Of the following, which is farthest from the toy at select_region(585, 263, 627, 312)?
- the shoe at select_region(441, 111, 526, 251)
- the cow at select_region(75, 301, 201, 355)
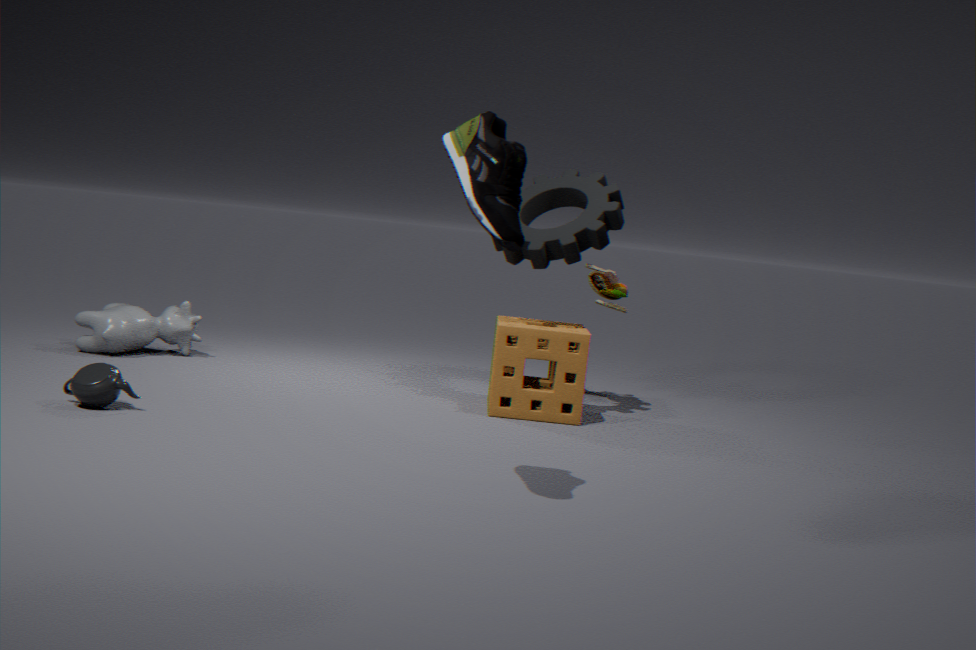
the shoe at select_region(441, 111, 526, 251)
